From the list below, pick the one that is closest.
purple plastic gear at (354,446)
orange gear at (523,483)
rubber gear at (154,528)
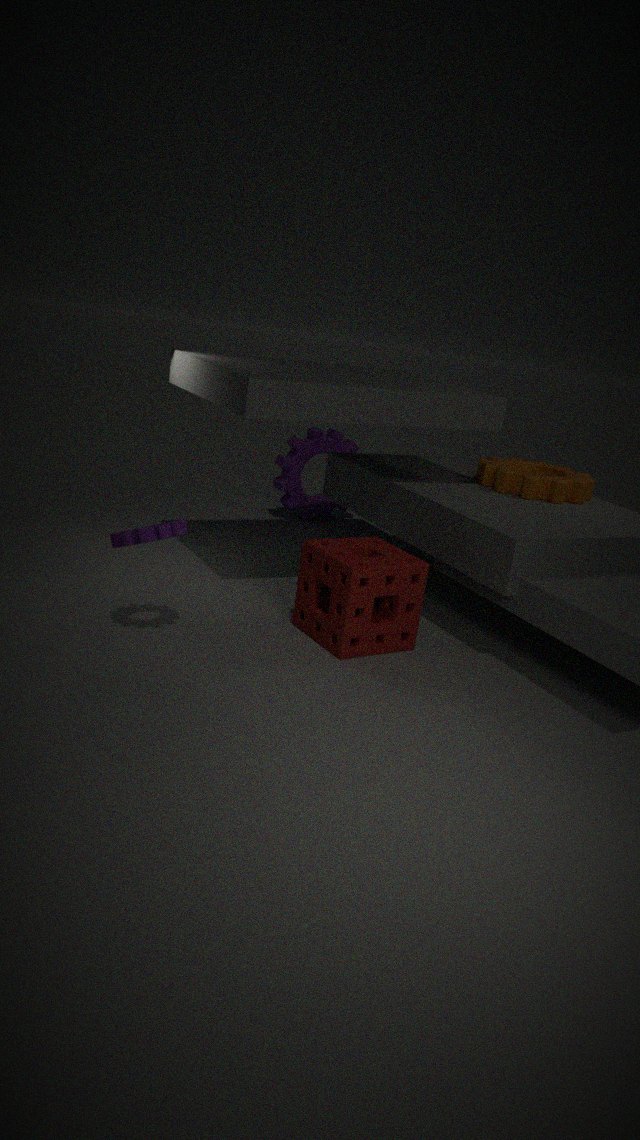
rubber gear at (154,528)
